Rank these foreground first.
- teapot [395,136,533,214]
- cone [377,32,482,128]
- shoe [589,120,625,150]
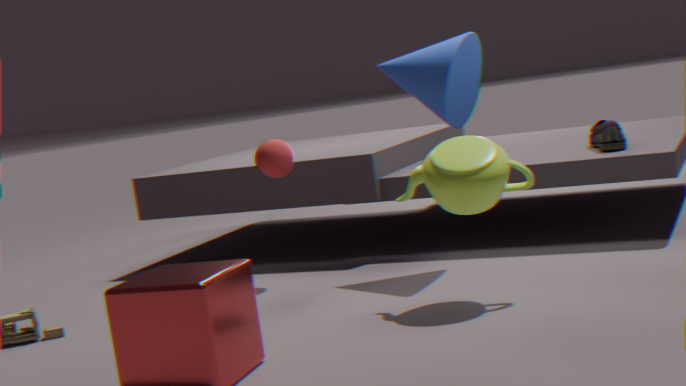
teapot [395,136,533,214]
cone [377,32,482,128]
shoe [589,120,625,150]
